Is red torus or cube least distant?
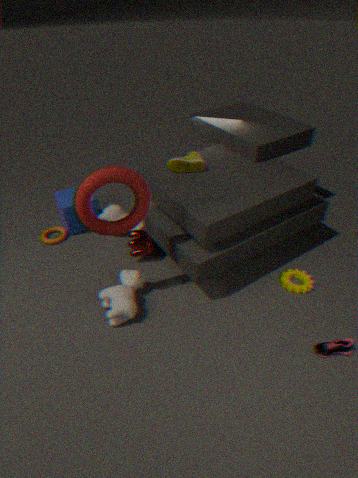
red torus
